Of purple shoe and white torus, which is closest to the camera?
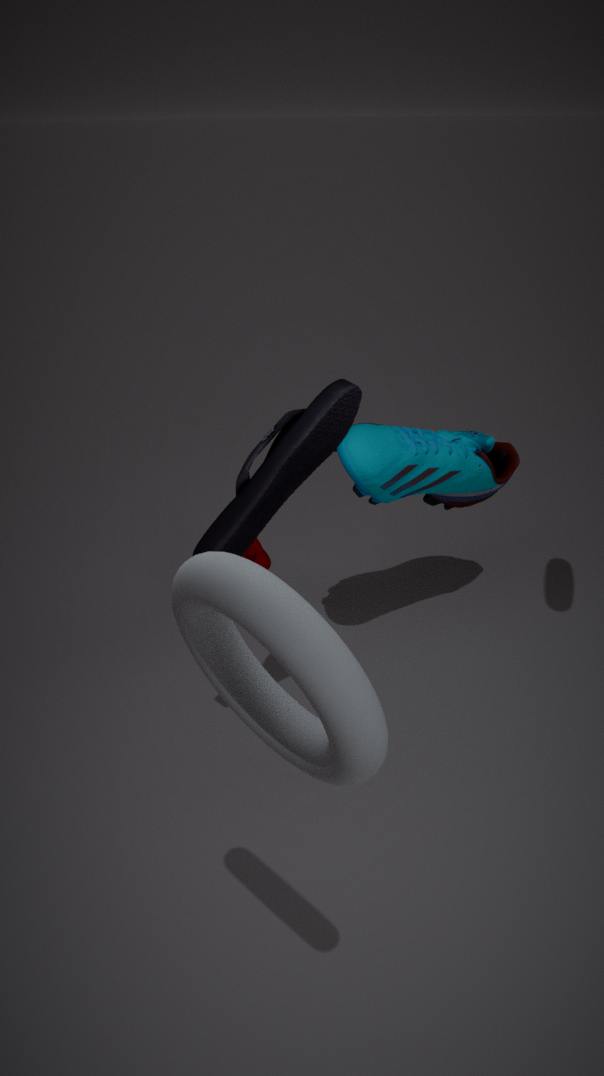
white torus
